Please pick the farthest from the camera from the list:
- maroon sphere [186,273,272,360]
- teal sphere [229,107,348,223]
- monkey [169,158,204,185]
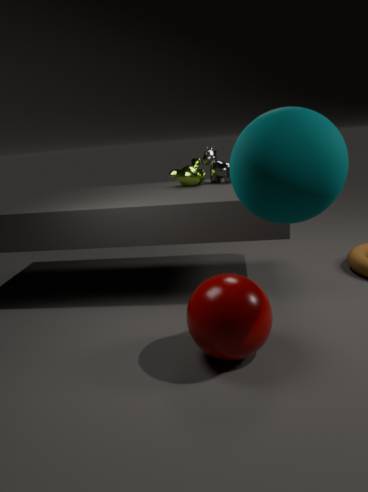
monkey [169,158,204,185]
